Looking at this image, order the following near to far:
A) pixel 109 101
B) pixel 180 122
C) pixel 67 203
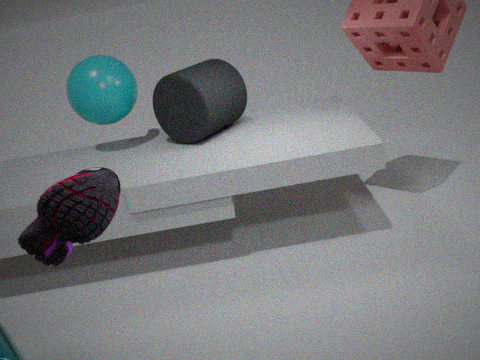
pixel 67 203
pixel 109 101
pixel 180 122
